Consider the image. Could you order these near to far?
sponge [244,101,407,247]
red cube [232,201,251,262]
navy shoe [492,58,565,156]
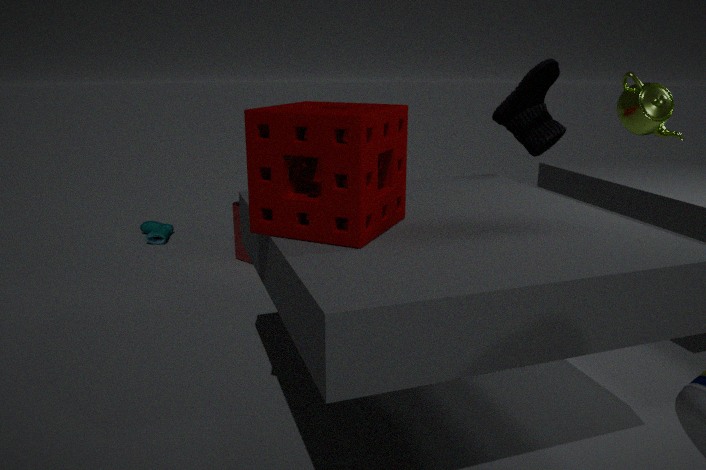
1. sponge [244,101,407,247]
2. navy shoe [492,58,565,156]
3. red cube [232,201,251,262]
